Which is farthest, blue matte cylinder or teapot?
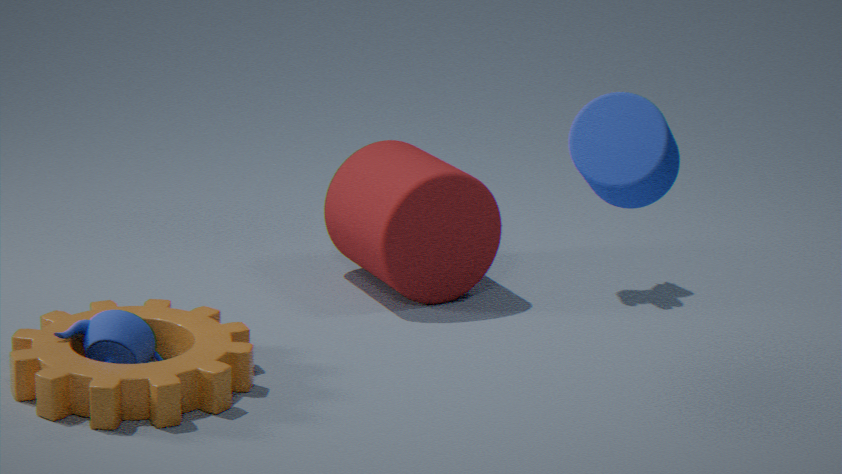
teapot
